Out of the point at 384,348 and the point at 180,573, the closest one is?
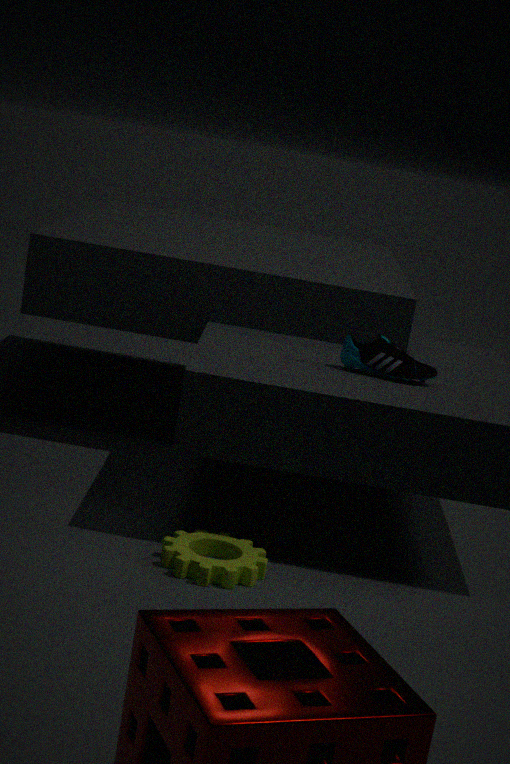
the point at 180,573
